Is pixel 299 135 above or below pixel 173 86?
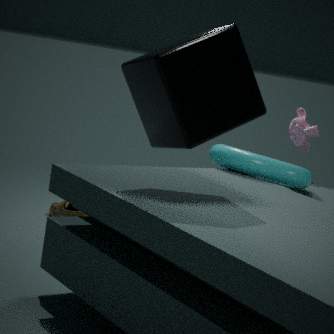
below
